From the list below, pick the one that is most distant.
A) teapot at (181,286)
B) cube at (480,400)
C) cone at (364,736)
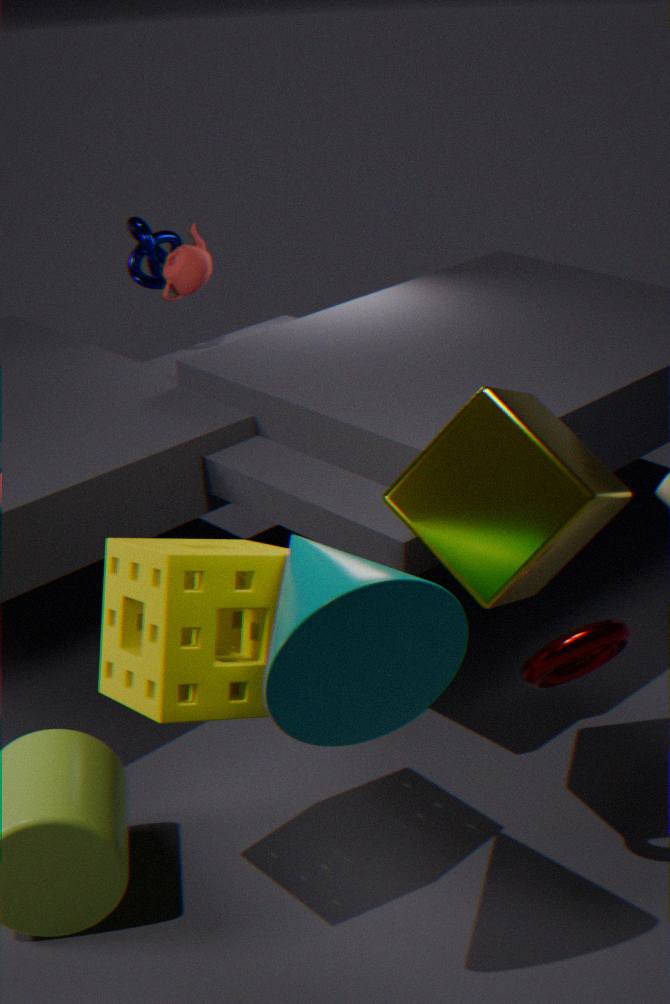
teapot at (181,286)
